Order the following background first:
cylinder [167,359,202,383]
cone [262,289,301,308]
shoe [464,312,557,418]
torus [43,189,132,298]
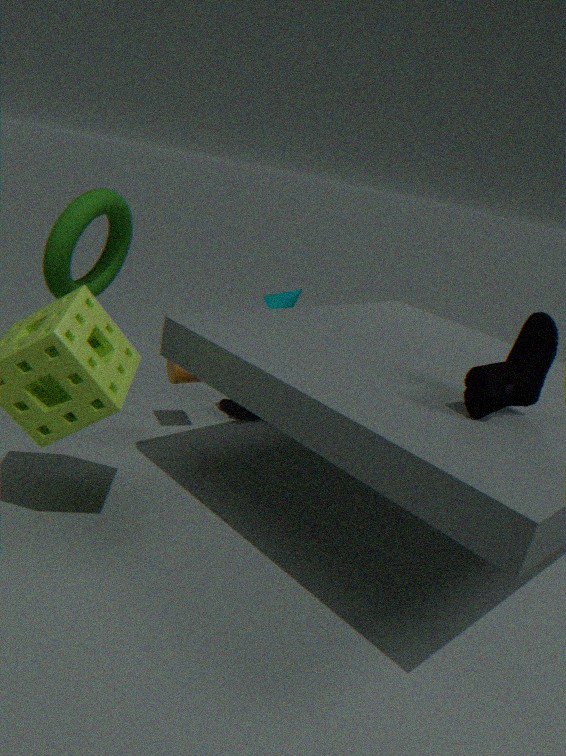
1. cone [262,289,301,308]
2. cylinder [167,359,202,383]
3. torus [43,189,132,298]
4. shoe [464,312,557,418]
